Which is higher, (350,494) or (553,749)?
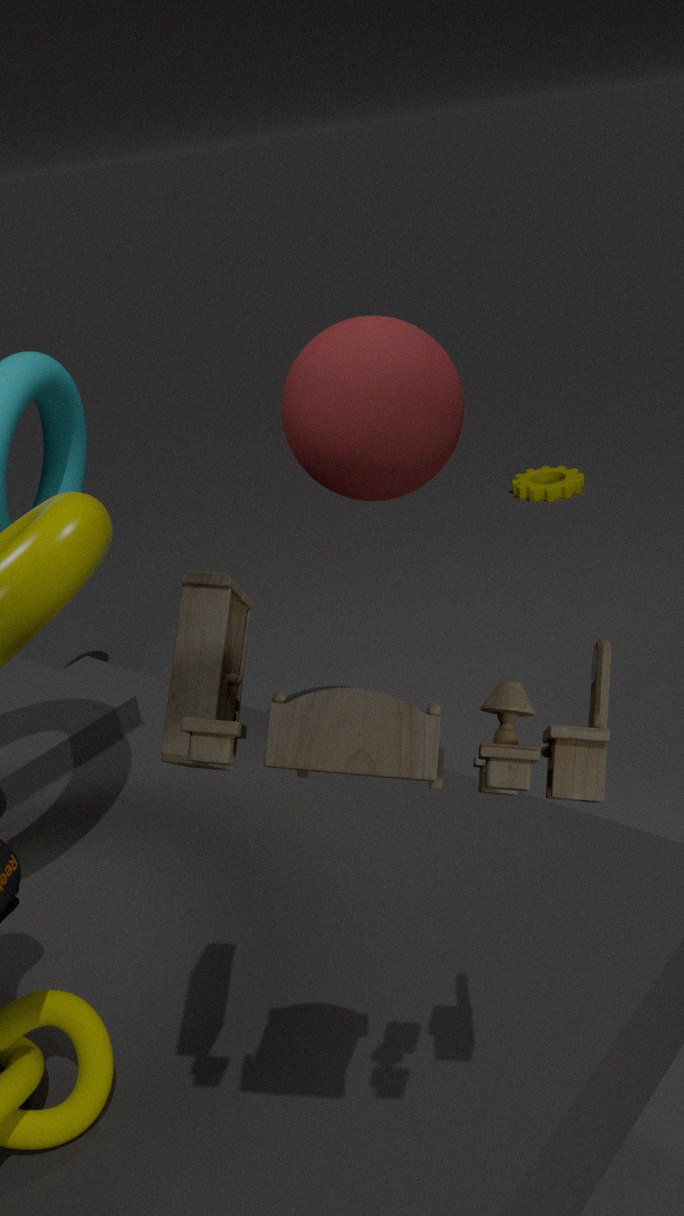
(553,749)
